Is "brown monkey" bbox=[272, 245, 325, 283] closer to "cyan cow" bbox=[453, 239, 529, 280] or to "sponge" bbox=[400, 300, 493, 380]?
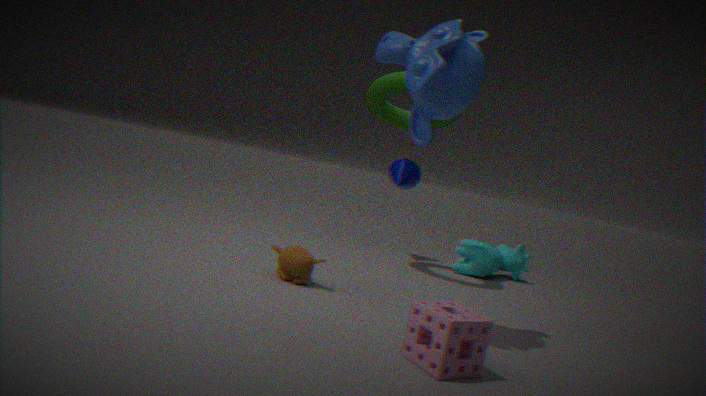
"sponge" bbox=[400, 300, 493, 380]
